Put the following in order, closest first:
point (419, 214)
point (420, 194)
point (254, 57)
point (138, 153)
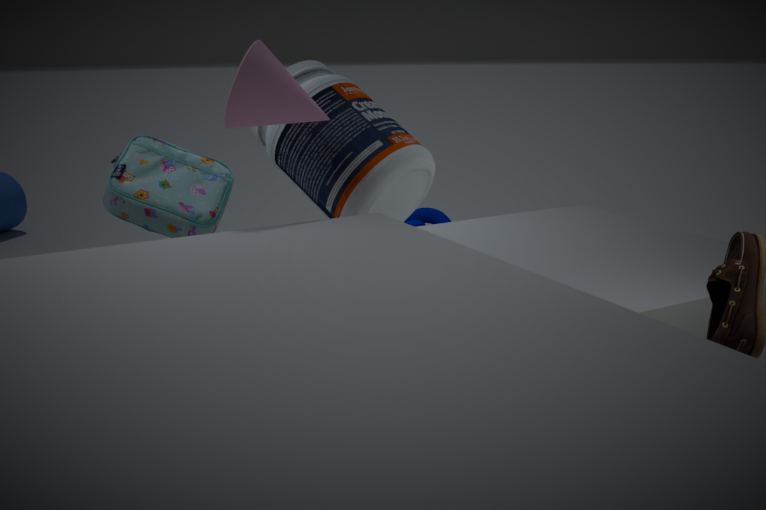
point (254, 57), point (420, 194), point (138, 153), point (419, 214)
